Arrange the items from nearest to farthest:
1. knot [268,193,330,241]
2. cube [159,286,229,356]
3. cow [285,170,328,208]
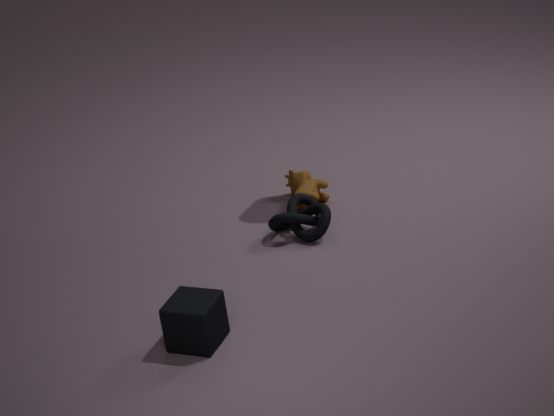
1. cube [159,286,229,356]
2. knot [268,193,330,241]
3. cow [285,170,328,208]
